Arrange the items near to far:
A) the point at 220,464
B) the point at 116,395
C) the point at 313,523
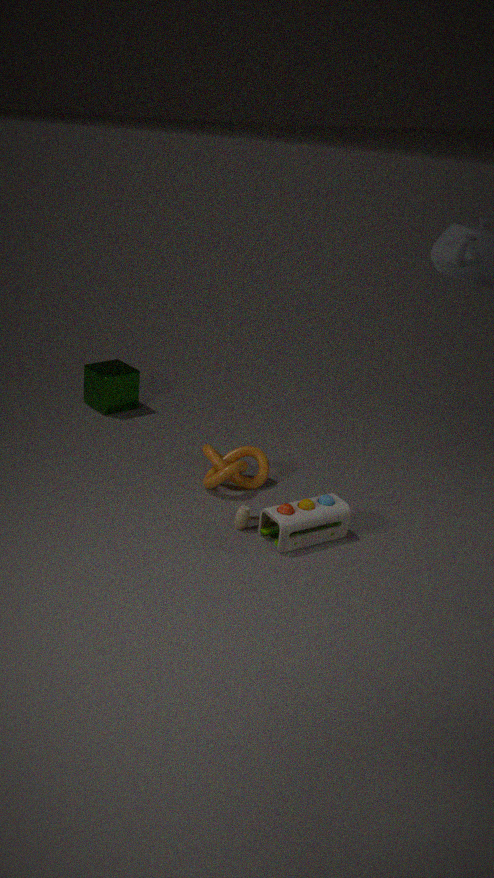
the point at 313,523
the point at 220,464
the point at 116,395
